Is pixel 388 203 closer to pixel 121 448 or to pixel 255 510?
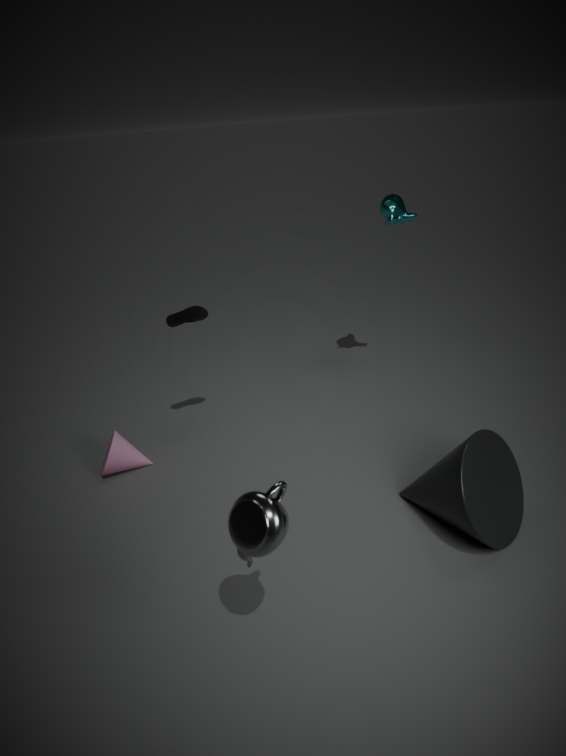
pixel 121 448
